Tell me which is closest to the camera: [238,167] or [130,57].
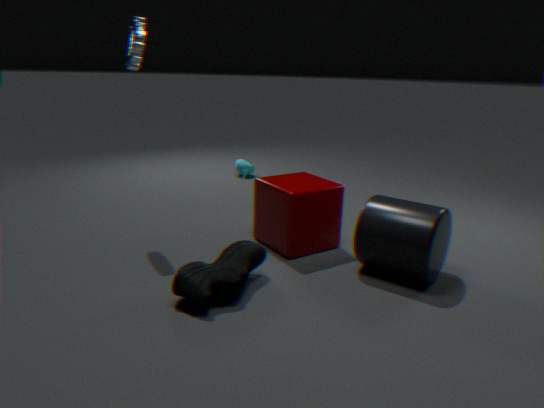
[130,57]
